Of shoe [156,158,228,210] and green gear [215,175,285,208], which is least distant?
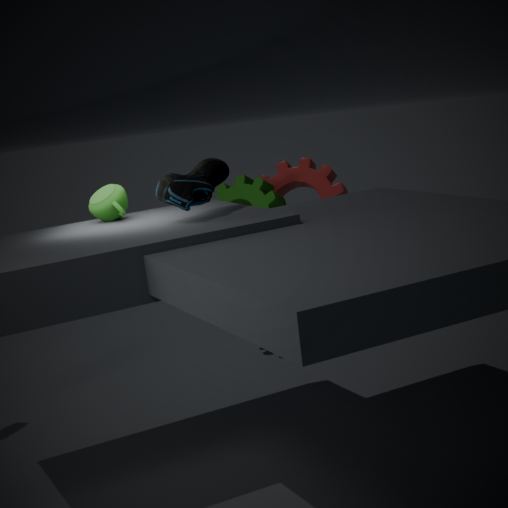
shoe [156,158,228,210]
